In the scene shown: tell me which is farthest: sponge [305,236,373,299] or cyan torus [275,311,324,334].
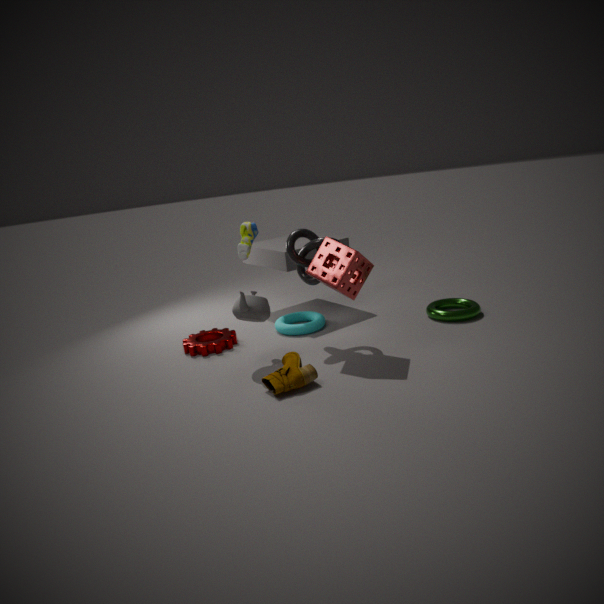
cyan torus [275,311,324,334]
